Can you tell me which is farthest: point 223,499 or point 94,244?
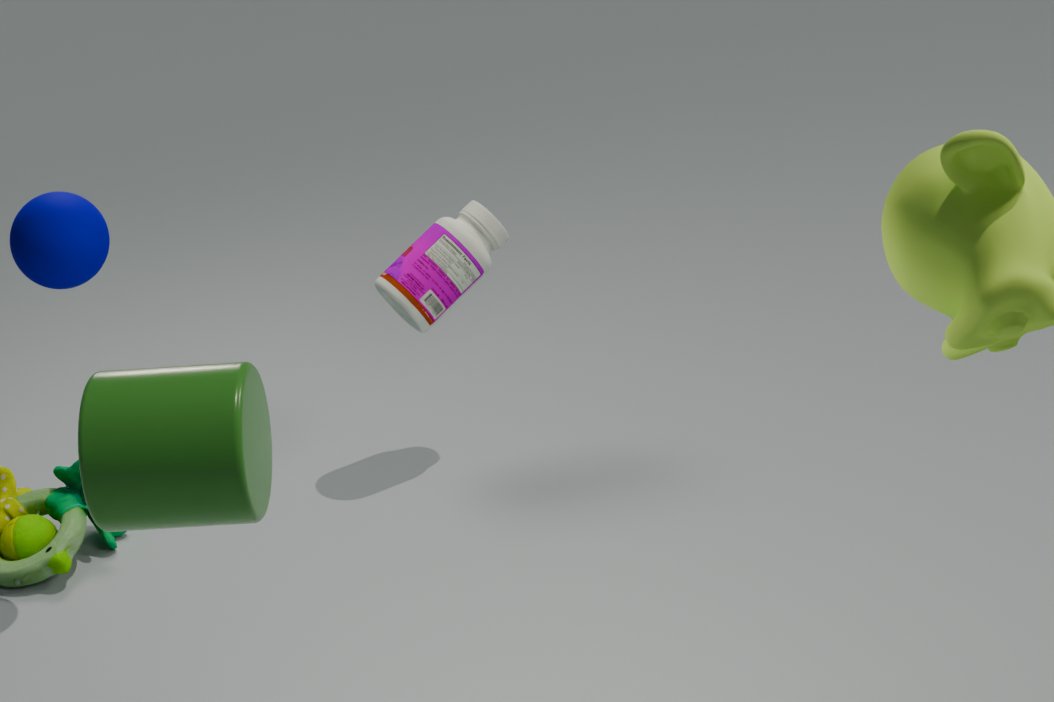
point 94,244
